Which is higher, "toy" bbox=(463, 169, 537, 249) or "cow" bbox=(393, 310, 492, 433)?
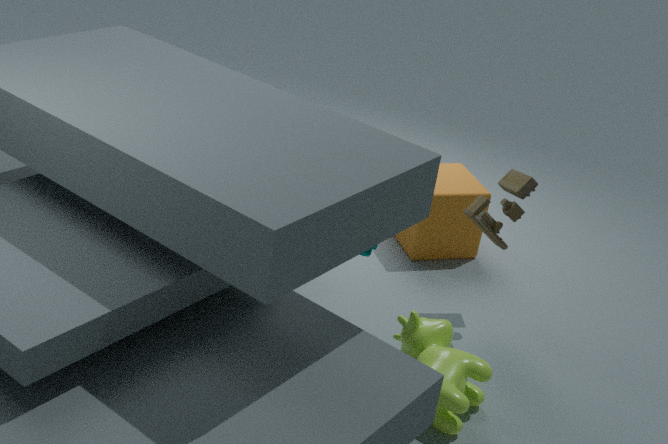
"toy" bbox=(463, 169, 537, 249)
